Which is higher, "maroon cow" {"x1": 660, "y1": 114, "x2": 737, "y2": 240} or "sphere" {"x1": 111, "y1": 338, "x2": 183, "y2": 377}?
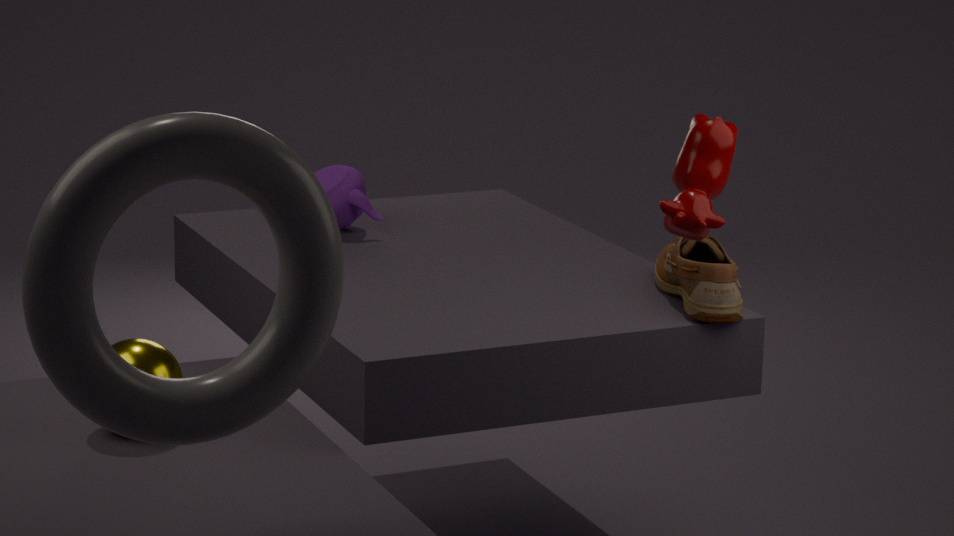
"maroon cow" {"x1": 660, "y1": 114, "x2": 737, "y2": 240}
